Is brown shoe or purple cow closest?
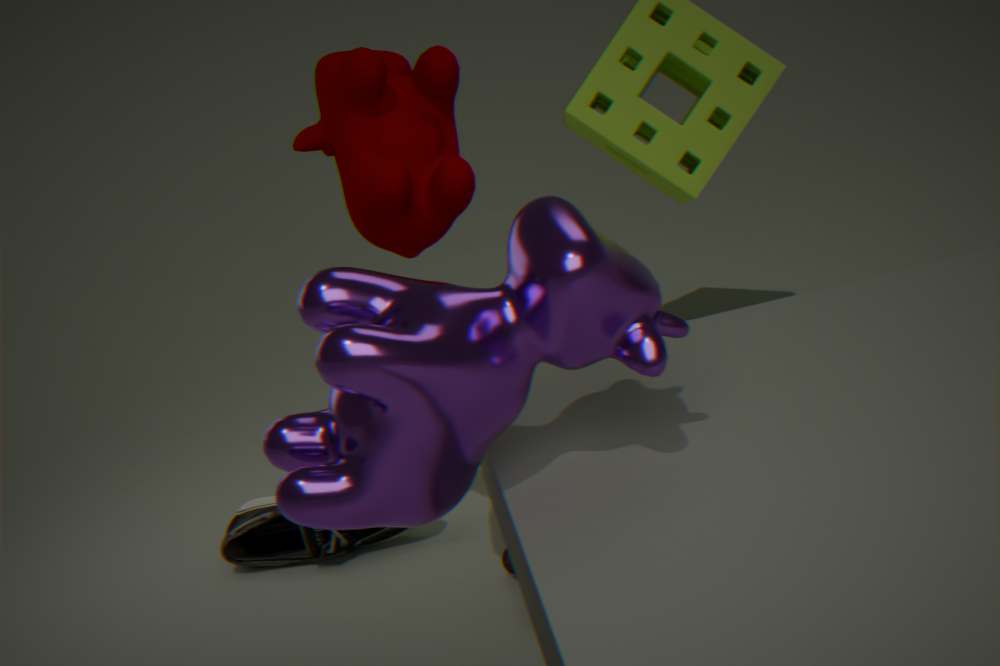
purple cow
